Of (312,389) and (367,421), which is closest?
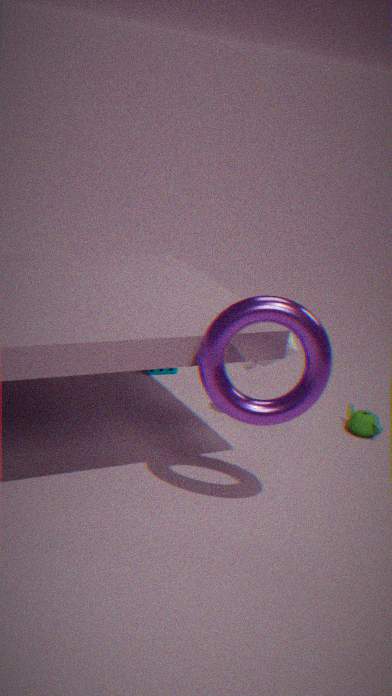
(312,389)
